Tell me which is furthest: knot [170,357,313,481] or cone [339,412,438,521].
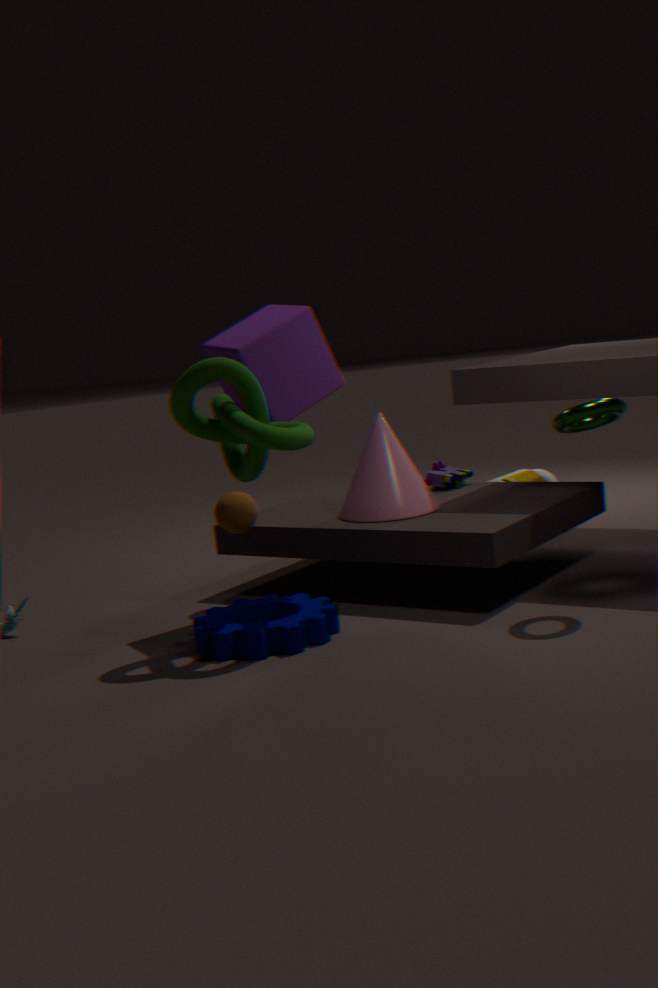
cone [339,412,438,521]
